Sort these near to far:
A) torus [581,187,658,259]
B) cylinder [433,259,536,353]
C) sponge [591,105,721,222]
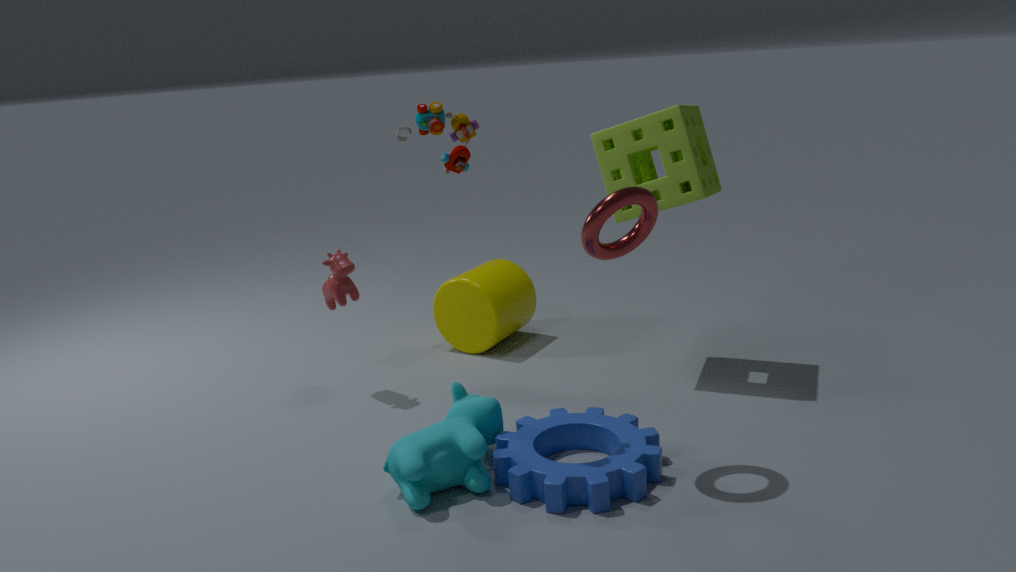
1. torus [581,187,658,259]
2. sponge [591,105,721,222]
3. cylinder [433,259,536,353]
